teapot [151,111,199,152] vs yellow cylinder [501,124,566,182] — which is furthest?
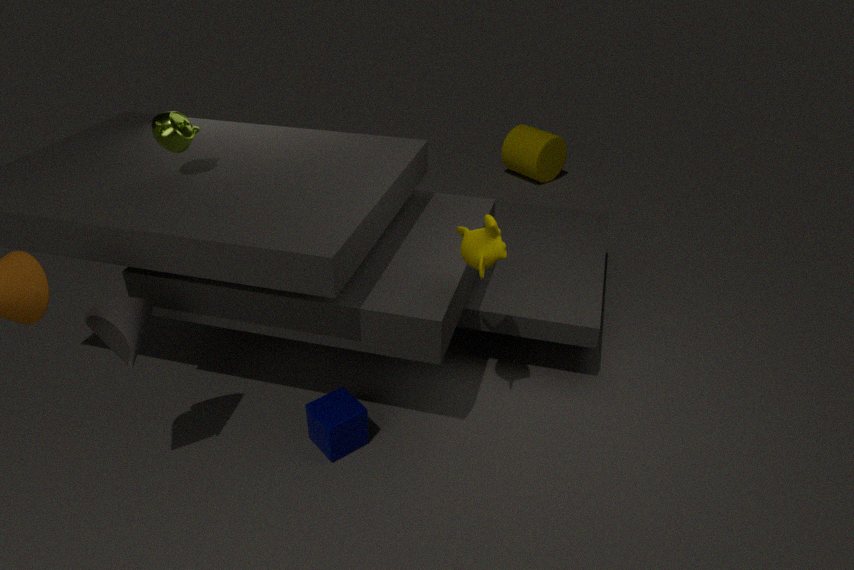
yellow cylinder [501,124,566,182]
